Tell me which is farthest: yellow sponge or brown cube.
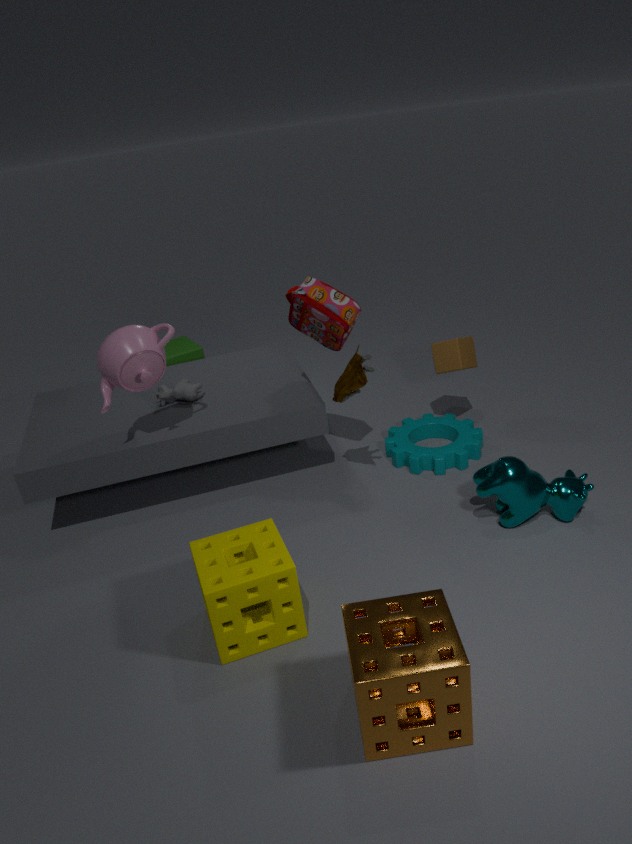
brown cube
